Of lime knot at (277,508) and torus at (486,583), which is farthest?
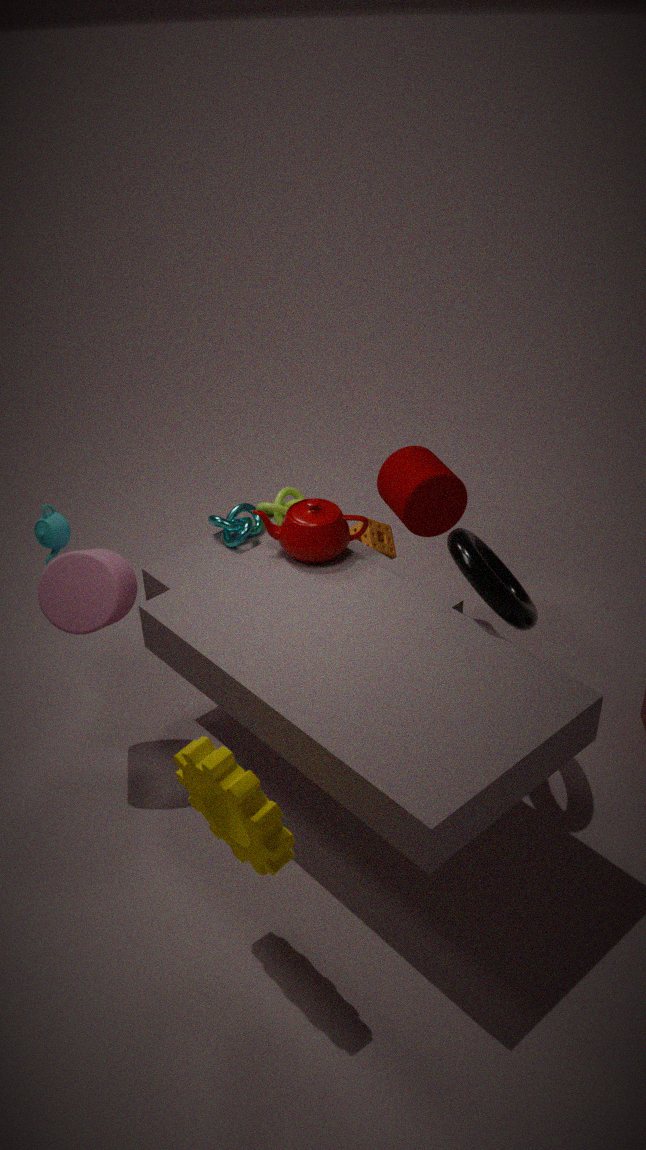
lime knot at (277,508)
